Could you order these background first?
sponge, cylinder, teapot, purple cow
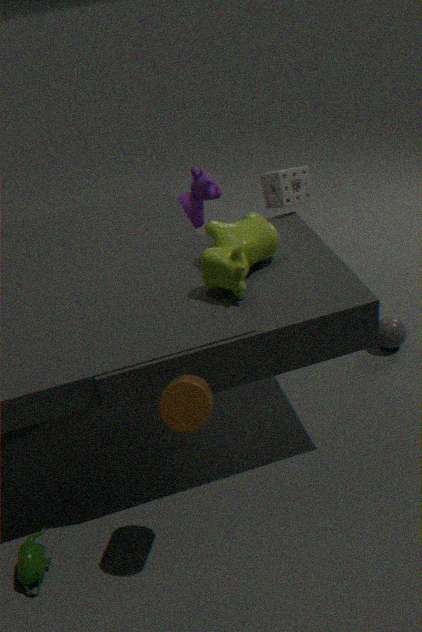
purple cow → sponge → teapot → cylinder
